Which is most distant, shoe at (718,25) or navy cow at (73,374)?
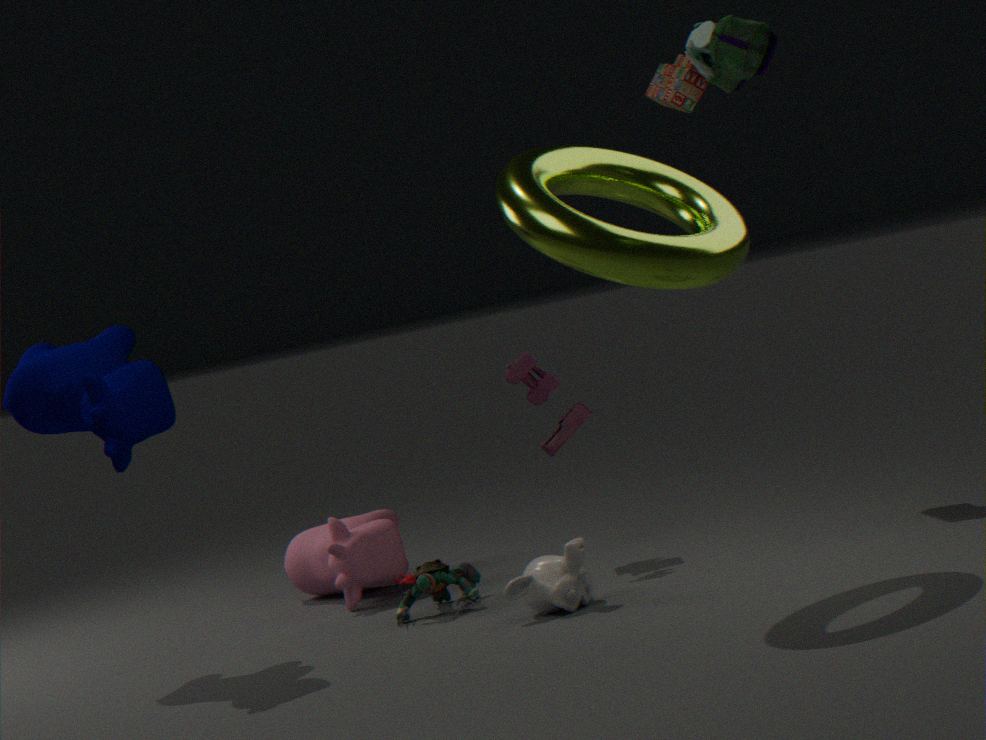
navy cow at (73,374)
